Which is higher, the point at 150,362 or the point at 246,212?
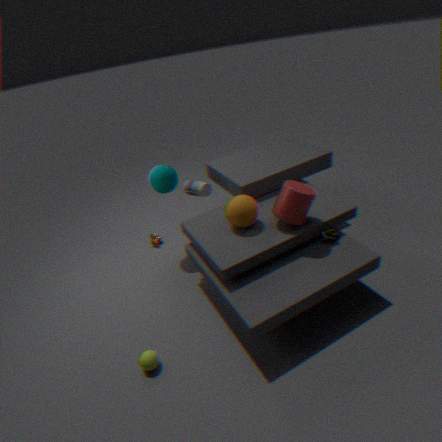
the point at 246,212
